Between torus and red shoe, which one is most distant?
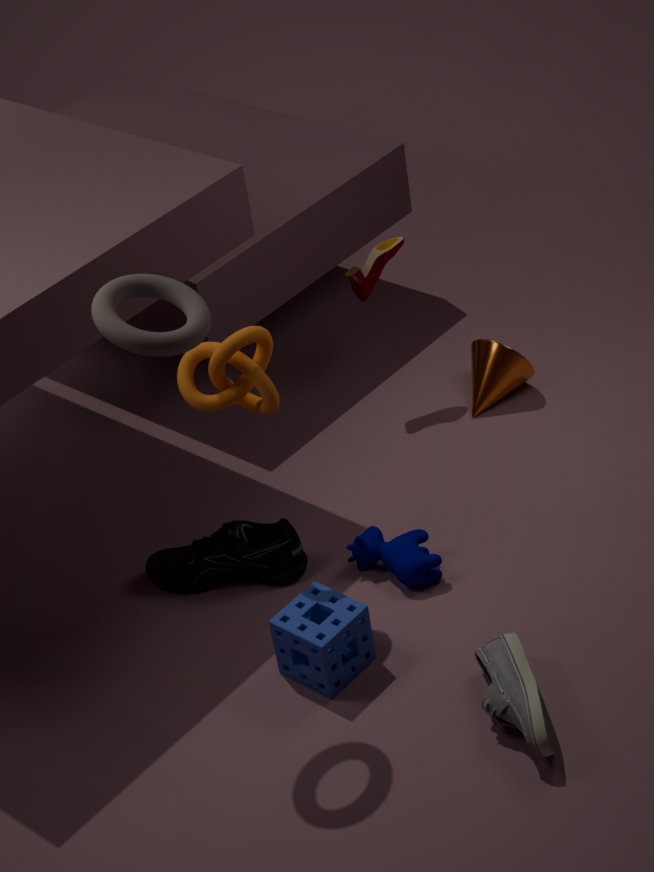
red shoe
